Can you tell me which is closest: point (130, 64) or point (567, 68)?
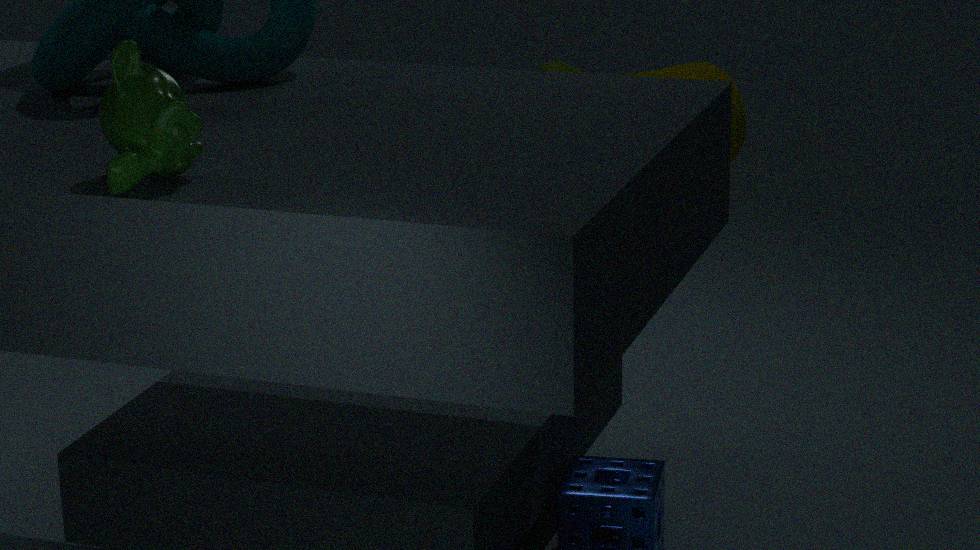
point (130, 64)
